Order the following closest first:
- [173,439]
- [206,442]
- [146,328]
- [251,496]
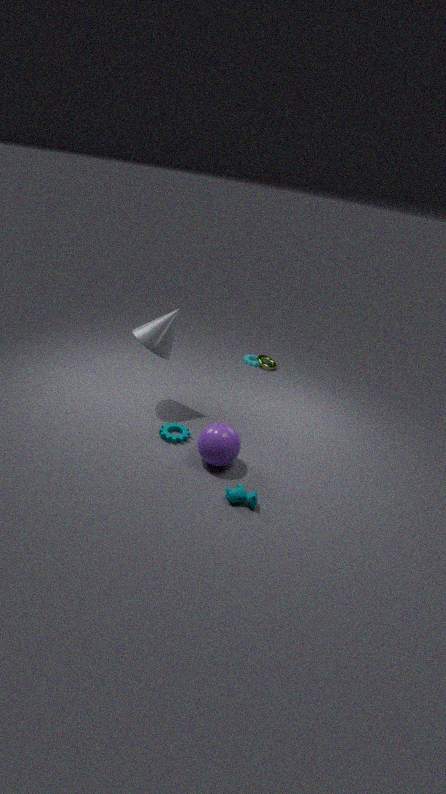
[251,496] < [206,442] < [173,439] < [146,328]
